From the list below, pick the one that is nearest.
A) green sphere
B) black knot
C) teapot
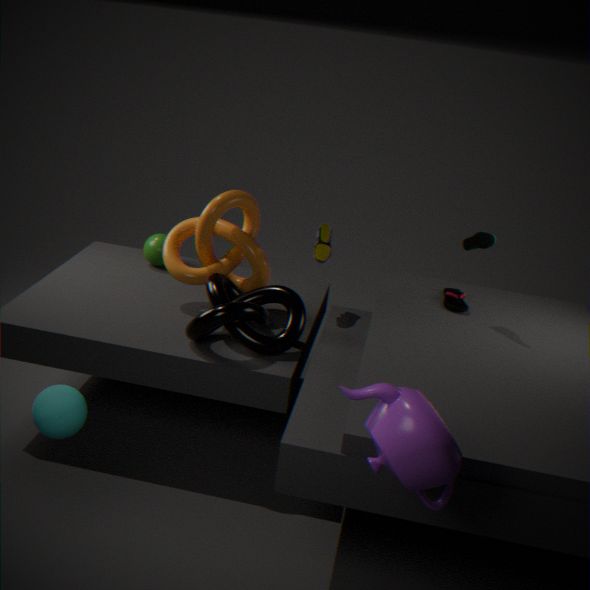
teapot
